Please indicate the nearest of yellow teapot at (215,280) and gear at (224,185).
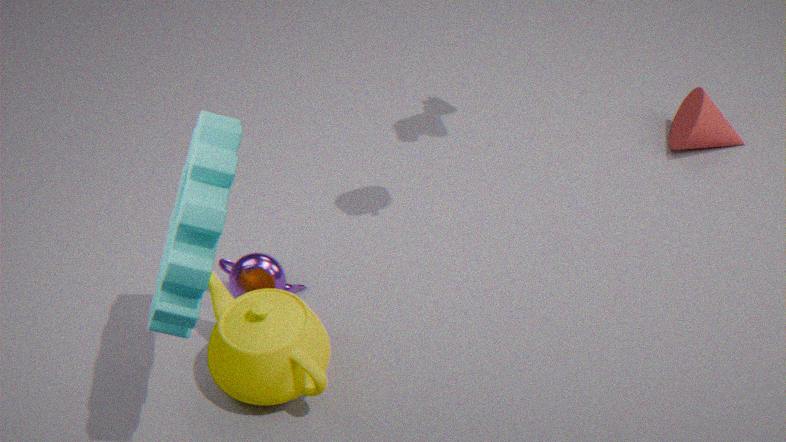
gear at (224,185)
